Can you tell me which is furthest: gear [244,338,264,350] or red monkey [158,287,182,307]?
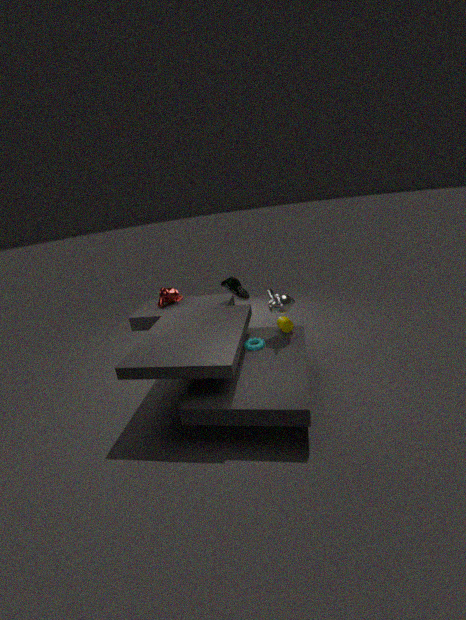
red monkey [158,287,182,307]
